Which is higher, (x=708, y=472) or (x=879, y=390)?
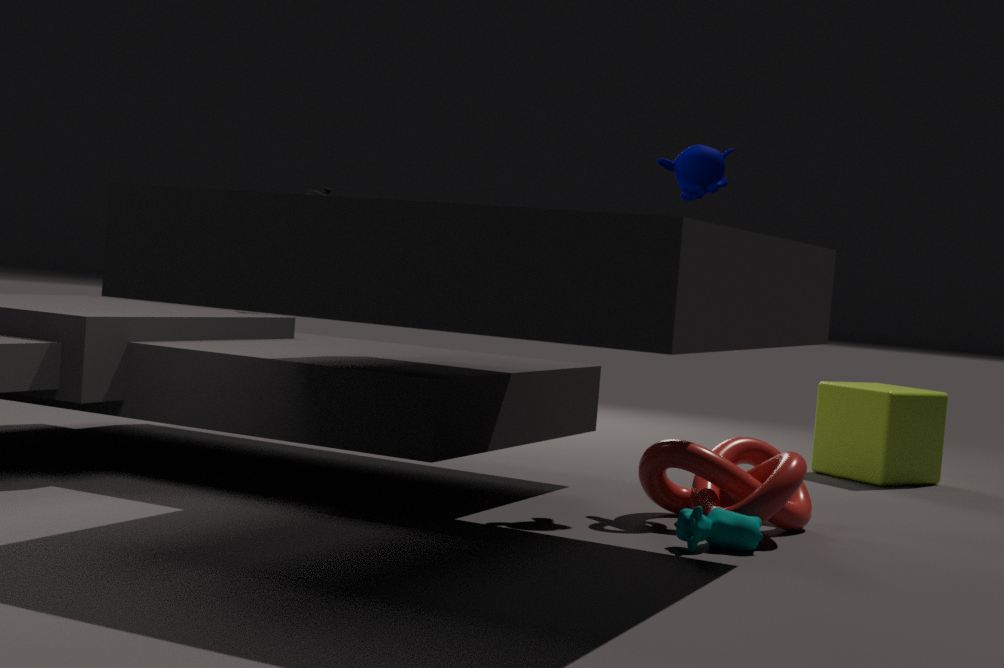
(x=879, y=390)
